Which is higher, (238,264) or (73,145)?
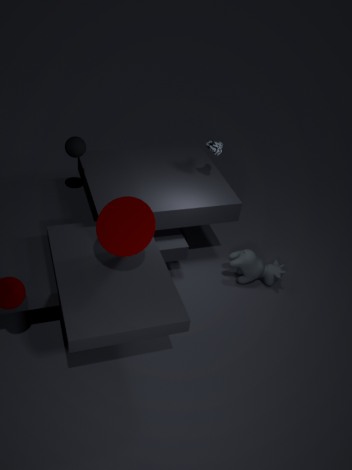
(73,145)
